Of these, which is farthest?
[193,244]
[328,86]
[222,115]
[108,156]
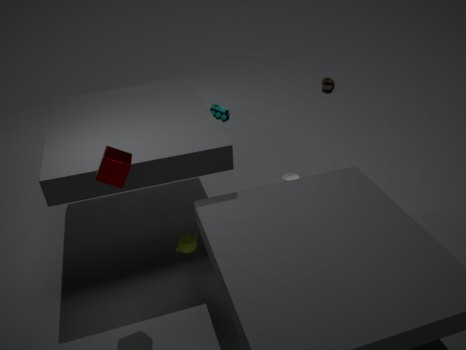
[328,86]
